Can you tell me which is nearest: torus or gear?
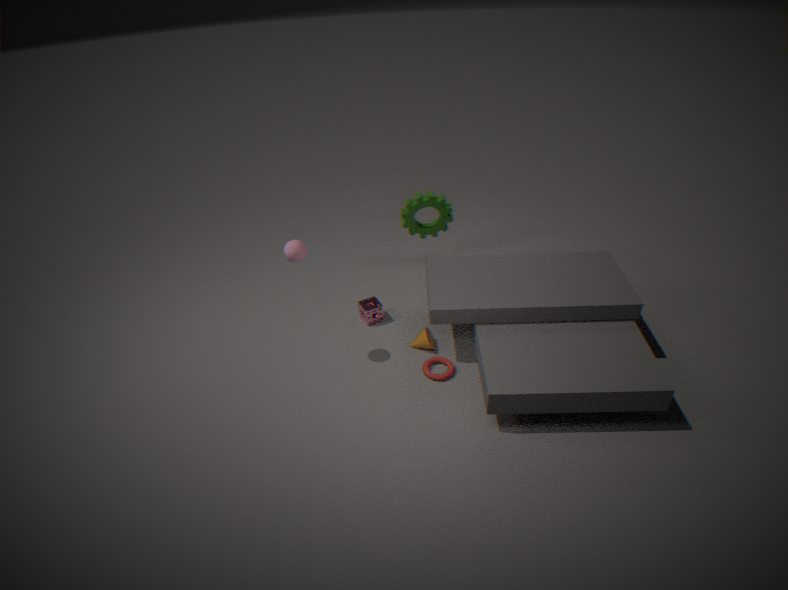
torus
